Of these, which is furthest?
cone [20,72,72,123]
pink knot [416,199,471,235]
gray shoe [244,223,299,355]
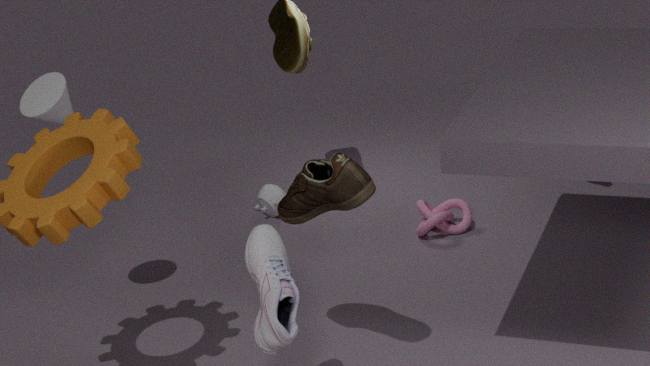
pink knot [416,199,471,235]
